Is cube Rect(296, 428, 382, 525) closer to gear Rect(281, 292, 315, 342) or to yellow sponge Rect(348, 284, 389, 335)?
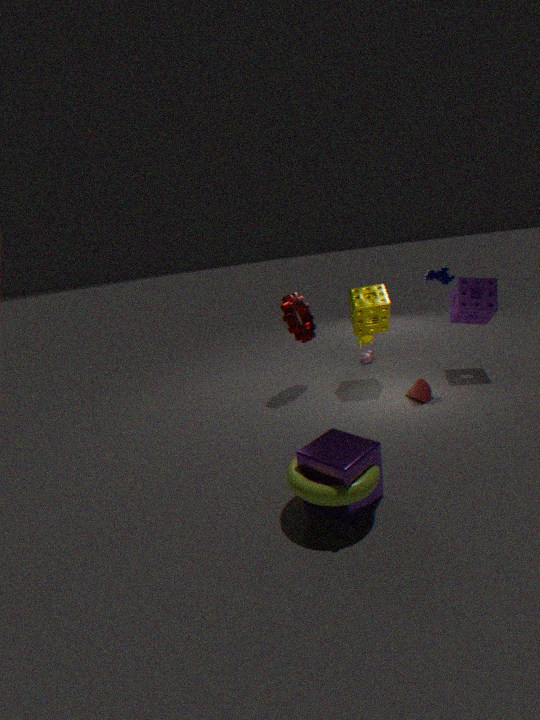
gear Rect(281, 292, 315, 342)
